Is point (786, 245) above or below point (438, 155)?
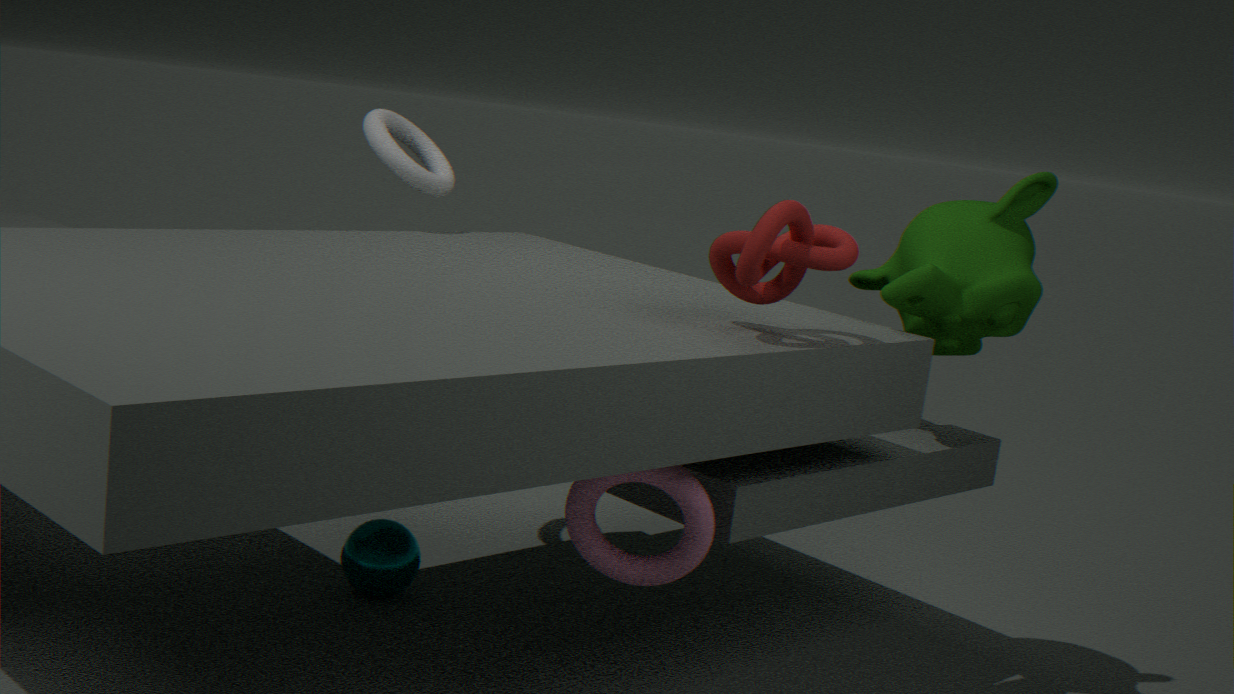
below
